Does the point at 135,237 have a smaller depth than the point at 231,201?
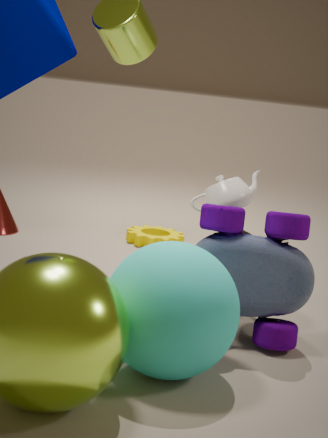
No
